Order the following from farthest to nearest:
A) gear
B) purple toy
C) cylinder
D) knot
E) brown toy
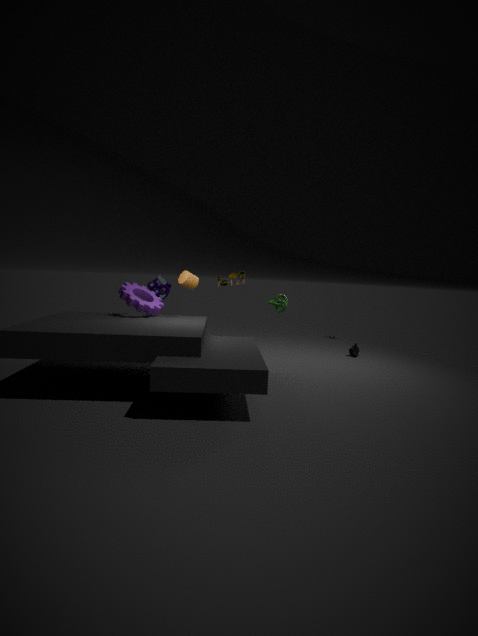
brown toy → purple toy → knot → cylinder → gear
